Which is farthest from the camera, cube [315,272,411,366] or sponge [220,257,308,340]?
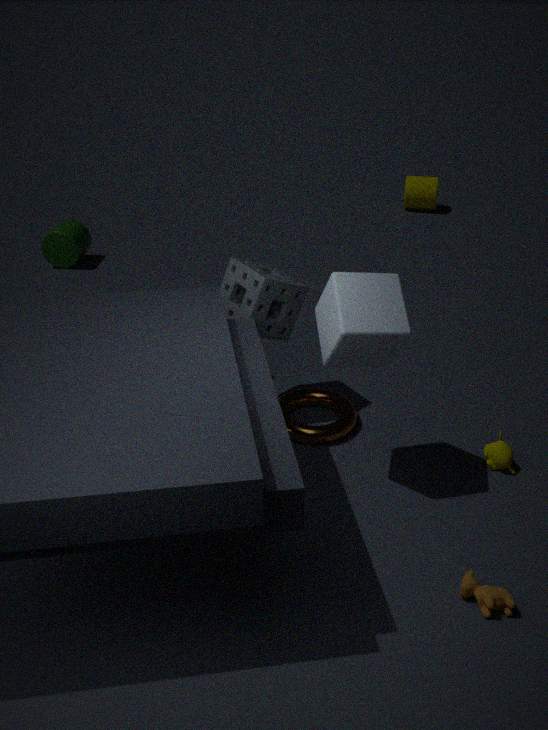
sponge [220,257,308,340]
